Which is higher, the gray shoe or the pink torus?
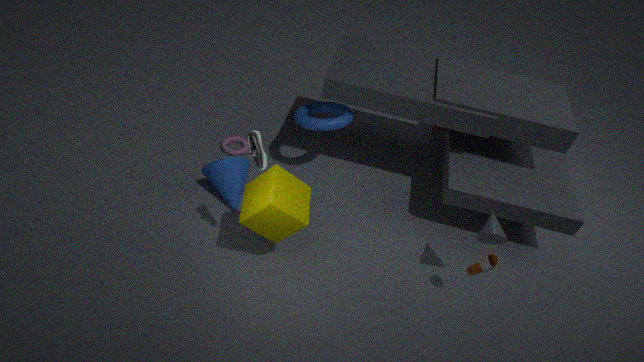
the gray shoe
